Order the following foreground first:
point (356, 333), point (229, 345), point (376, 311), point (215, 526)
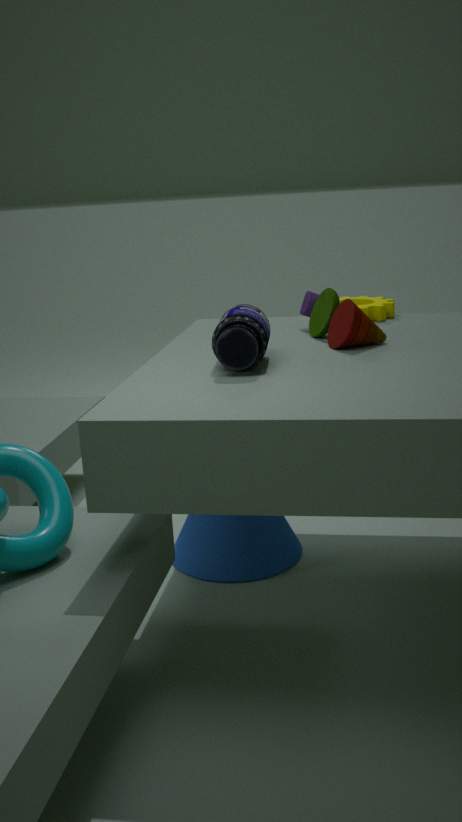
point (229, 345)
point (356, 333)
point (215, 526)
point (376, 311)
